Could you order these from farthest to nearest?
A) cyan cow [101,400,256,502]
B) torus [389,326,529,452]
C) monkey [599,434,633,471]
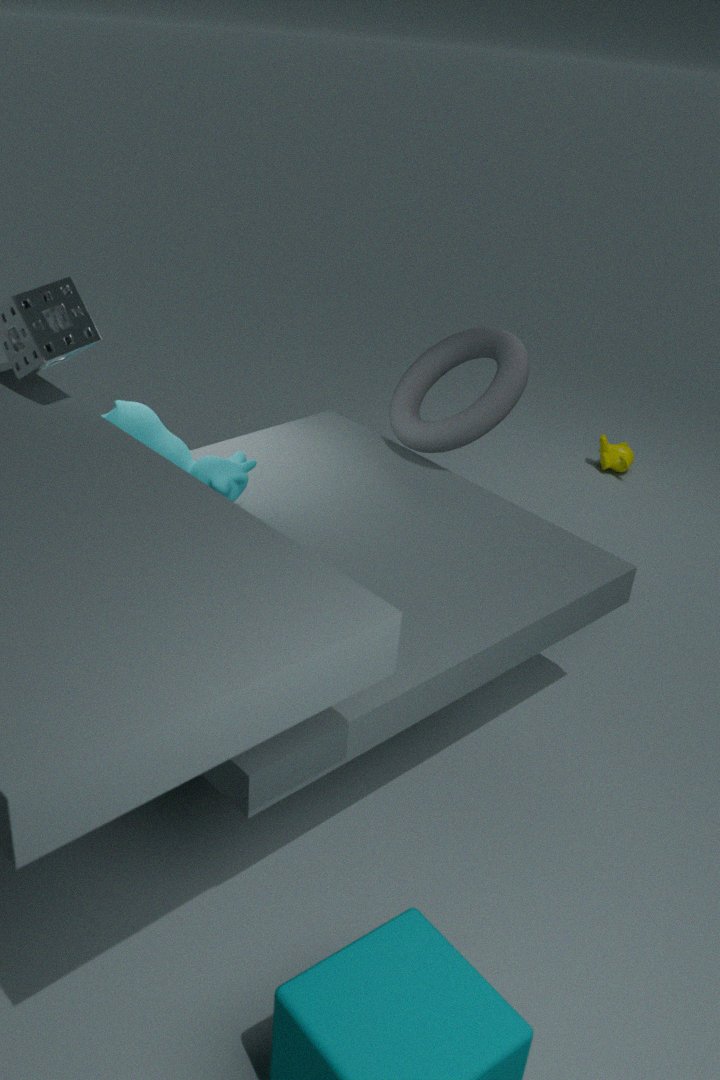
monkey [599,434,633,471] < torus [389,326,529,452] < cyan cow [101,400,256,502]
